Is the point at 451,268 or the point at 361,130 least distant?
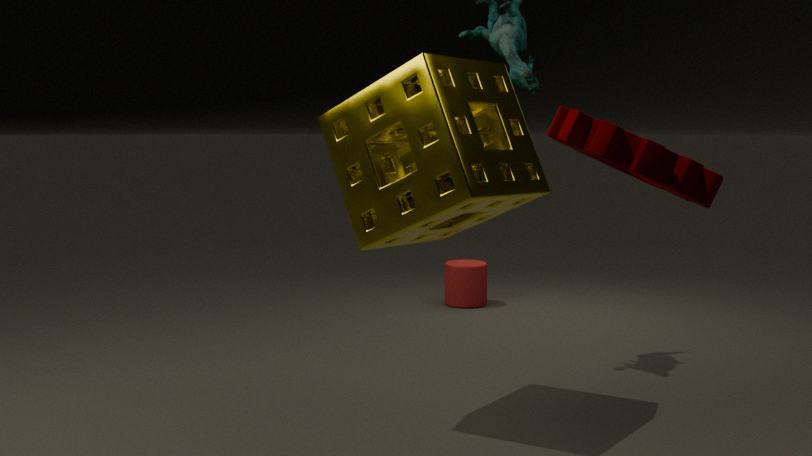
the point at 361,130
